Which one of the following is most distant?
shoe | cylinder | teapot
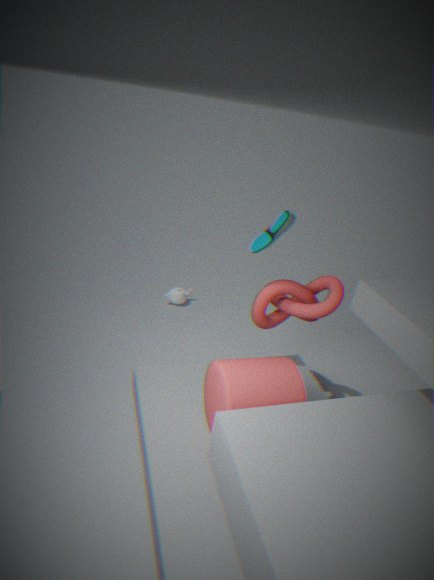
teapot
